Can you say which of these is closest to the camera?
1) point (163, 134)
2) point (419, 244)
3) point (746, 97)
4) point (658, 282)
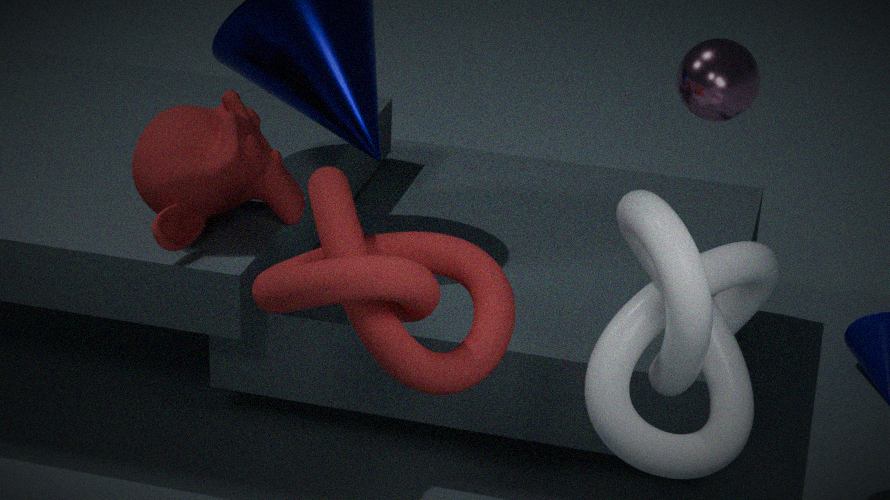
4. point (658, 282)
